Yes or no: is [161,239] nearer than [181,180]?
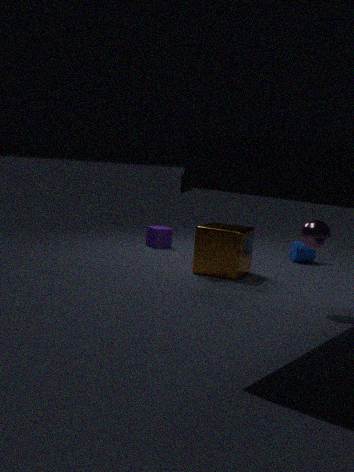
No
